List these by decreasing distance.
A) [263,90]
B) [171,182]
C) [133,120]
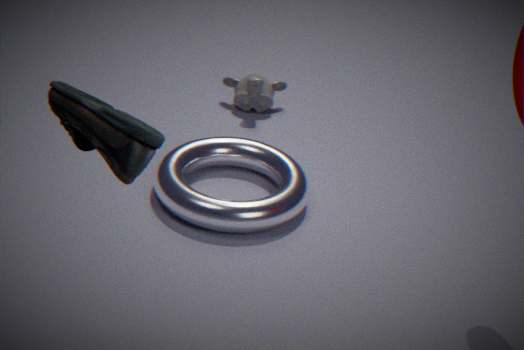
1. A. [263,90]
2. B. [171,182]
3. C. [133,120]
